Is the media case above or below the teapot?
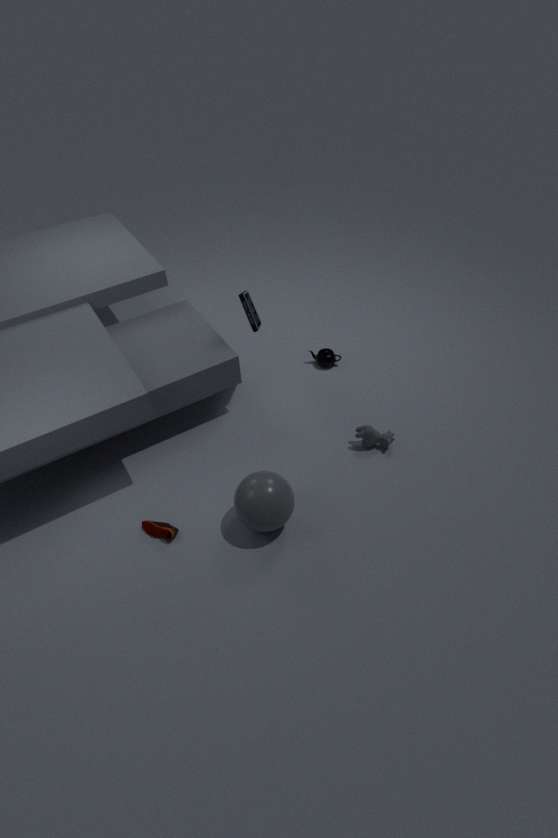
above
